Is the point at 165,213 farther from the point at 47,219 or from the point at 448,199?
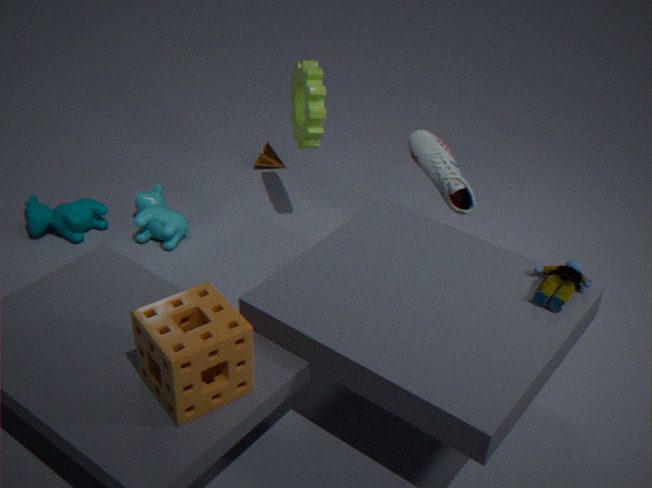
the point at 448,199
